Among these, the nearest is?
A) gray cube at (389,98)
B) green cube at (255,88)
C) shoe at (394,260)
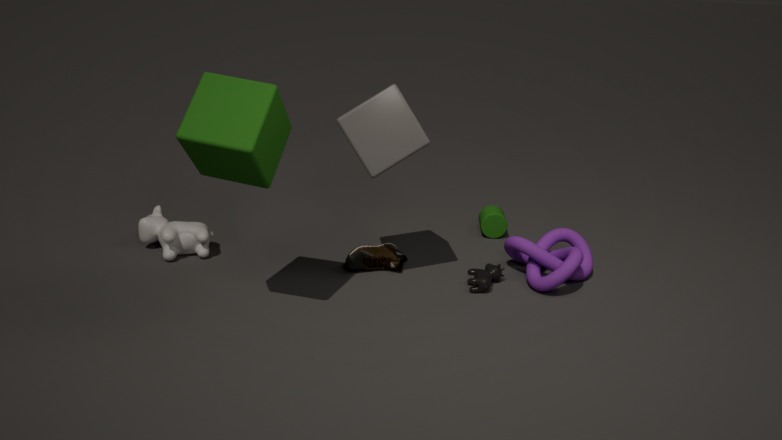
green cube at (255,88)
